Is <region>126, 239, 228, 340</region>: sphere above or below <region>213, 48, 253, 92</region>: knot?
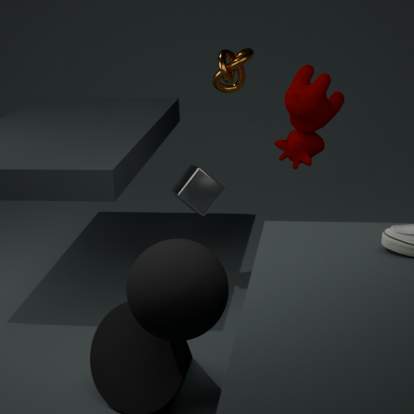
below
